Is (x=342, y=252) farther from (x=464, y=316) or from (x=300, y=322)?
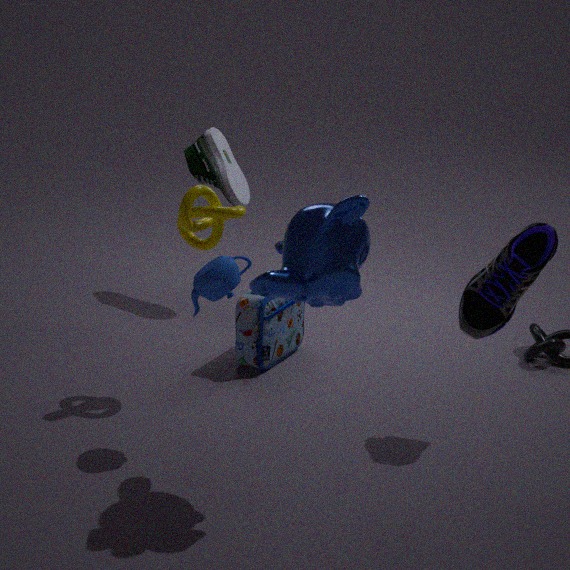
(x=300, y=322)
